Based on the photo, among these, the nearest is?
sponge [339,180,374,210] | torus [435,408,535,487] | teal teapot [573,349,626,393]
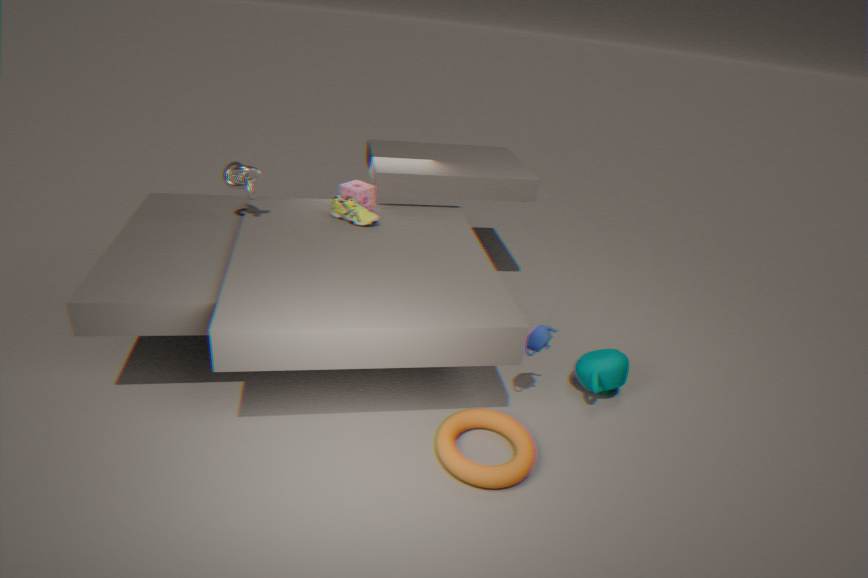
torus [435,408,535,487]
